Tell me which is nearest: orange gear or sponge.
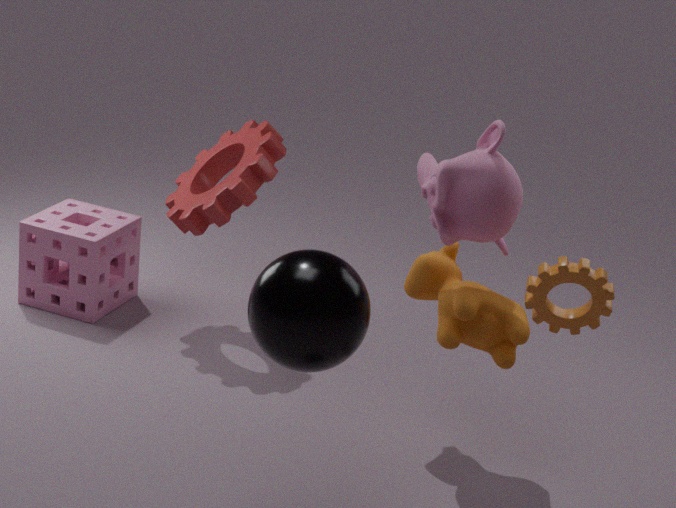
orange gear
